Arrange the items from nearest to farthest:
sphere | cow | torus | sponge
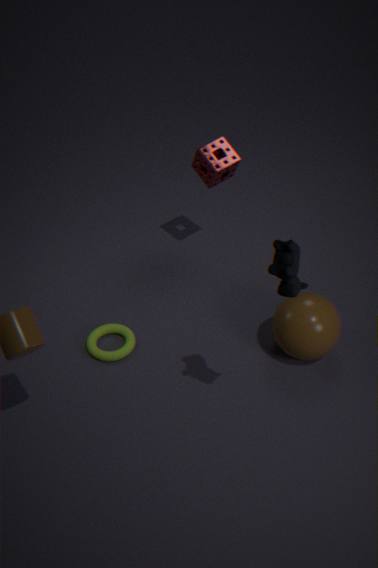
cow, sphere, torus, sponge
